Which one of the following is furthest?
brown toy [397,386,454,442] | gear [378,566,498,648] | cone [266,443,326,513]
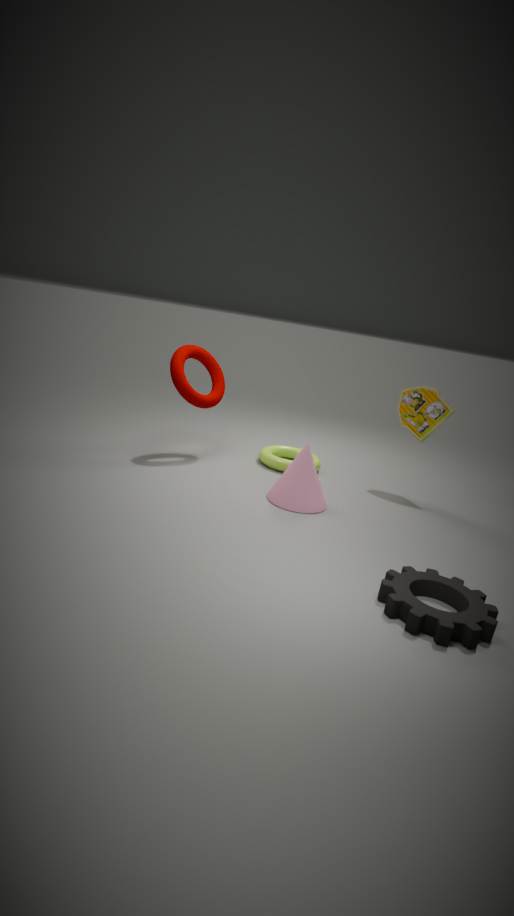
brown toy [397,386,454,442]
